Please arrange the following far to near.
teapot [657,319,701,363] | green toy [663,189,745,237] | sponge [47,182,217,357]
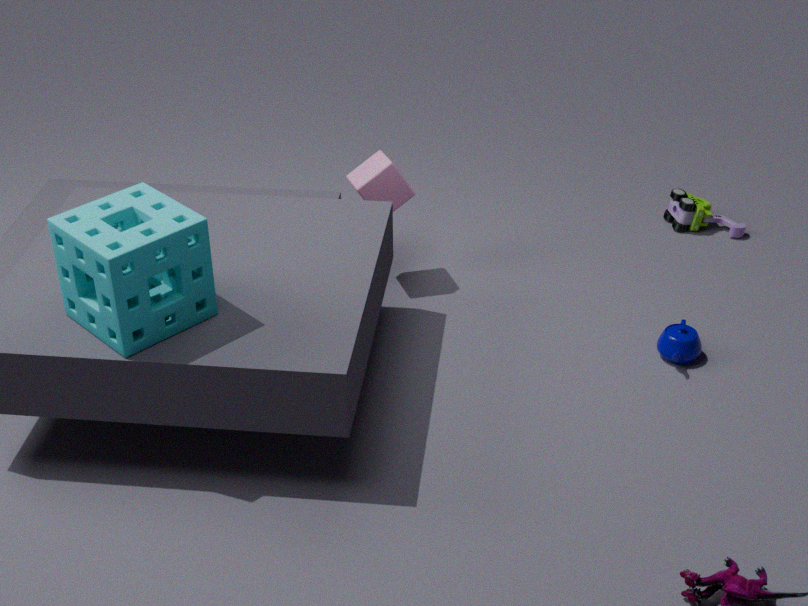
green toy [663,189,745,237] → teapot [657,319,701,363] → sponge [47,182,217,357]
